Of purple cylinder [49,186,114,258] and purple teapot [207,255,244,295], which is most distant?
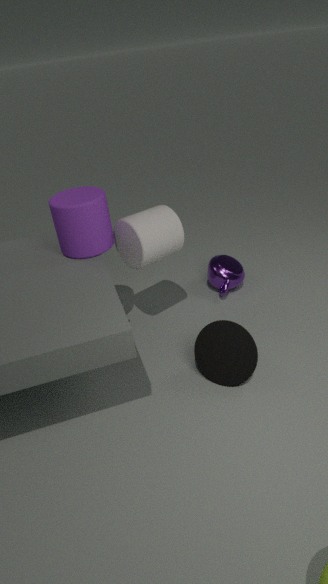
purple teapot [207,255,244,295]
